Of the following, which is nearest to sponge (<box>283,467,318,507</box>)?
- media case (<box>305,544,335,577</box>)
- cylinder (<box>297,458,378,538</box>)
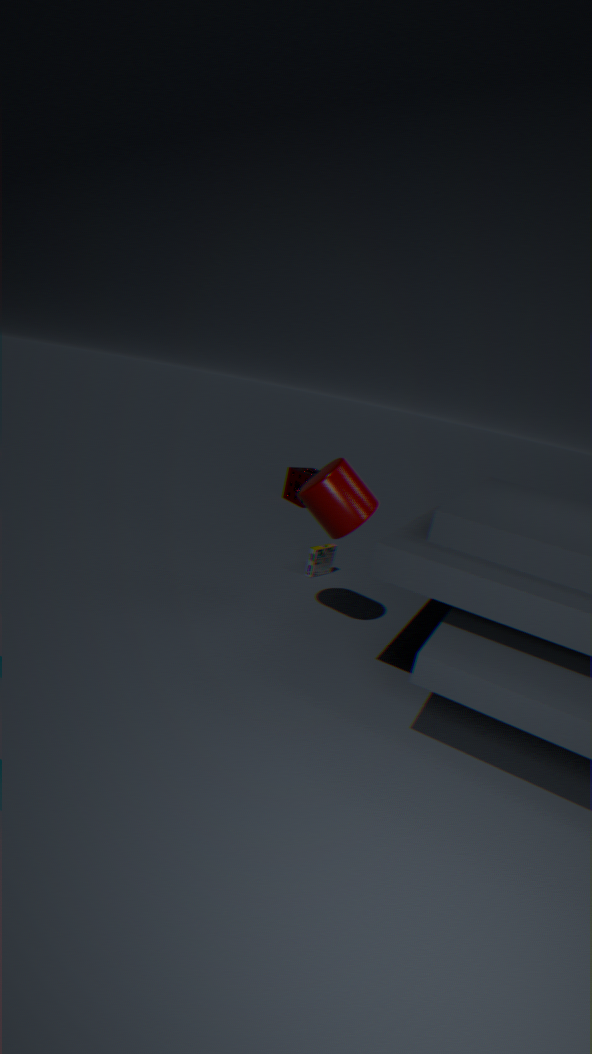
media case (<box>305,544,335,577</box>)
